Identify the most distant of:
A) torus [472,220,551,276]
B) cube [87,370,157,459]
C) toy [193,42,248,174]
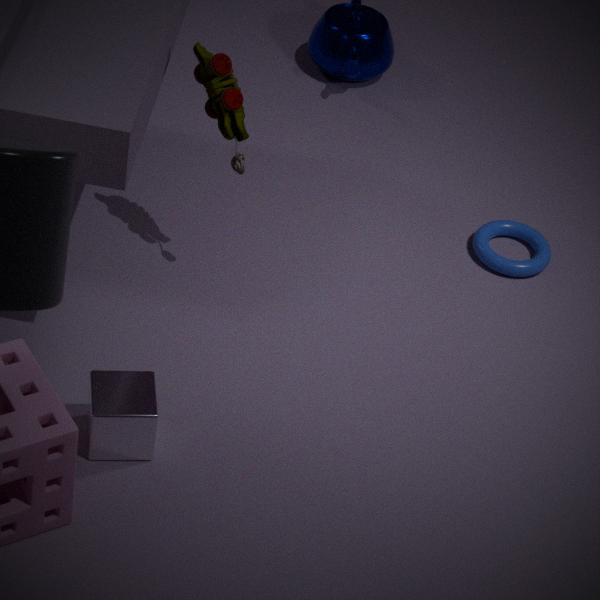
torus [472,220,551,276]
